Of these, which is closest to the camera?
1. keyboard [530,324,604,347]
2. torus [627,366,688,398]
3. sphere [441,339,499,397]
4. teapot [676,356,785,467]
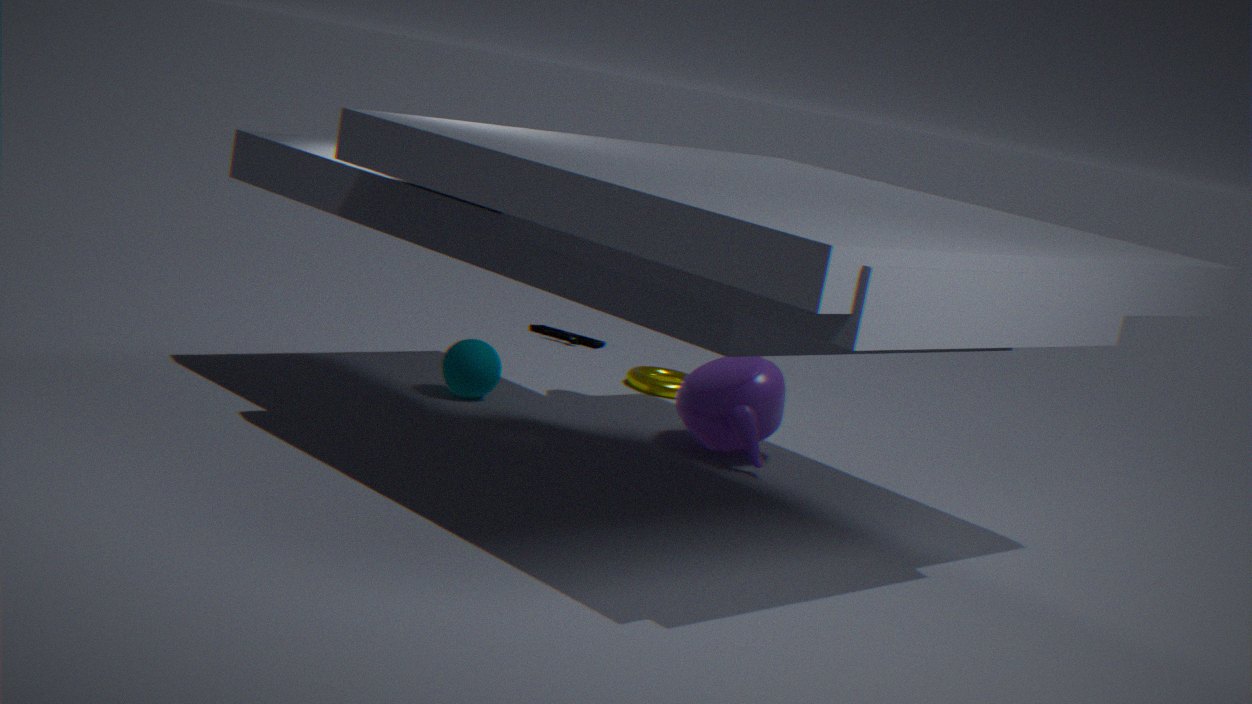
teapot [676,356,785,467]
